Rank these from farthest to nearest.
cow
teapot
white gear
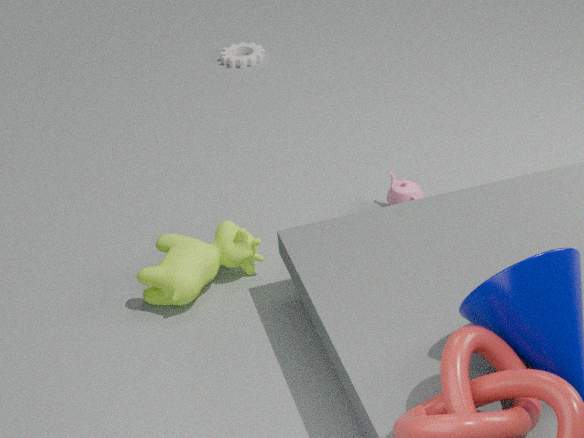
1. white gear
2. teapot
3. cow
